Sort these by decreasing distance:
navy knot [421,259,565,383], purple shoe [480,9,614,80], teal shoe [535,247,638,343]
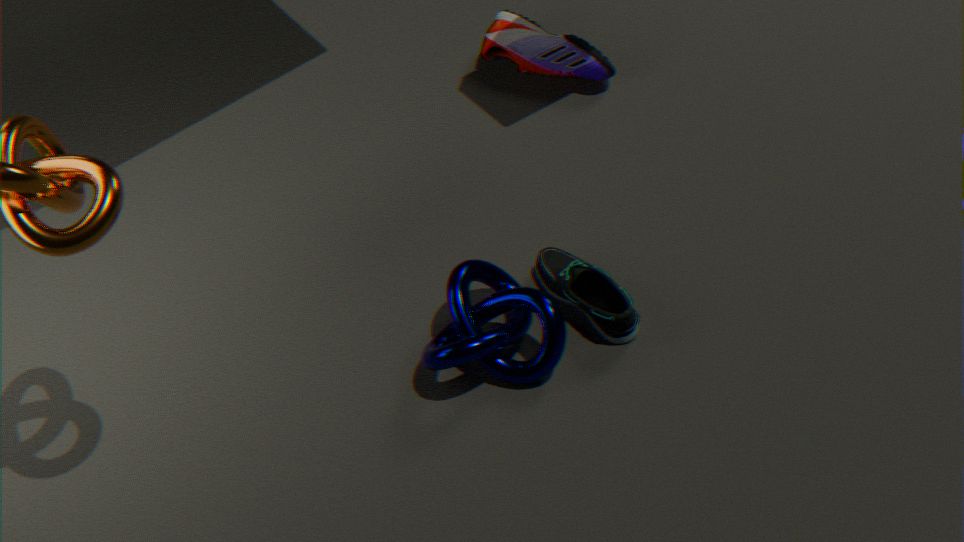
purple shoe [480,9,614,80], teal shoe [535,247,638,343], navy knot [421,259,565,383]
